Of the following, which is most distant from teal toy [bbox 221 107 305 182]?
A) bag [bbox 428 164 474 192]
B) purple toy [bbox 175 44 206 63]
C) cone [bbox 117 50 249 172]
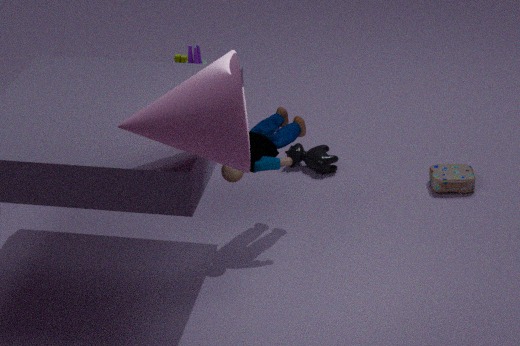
purple toy [bbox 175 44 206 63]
